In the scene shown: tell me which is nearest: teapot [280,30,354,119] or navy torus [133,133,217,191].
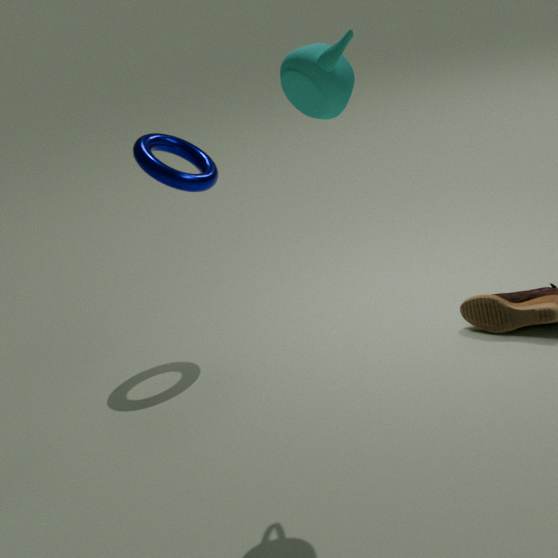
teapot [280,30,354,119]
